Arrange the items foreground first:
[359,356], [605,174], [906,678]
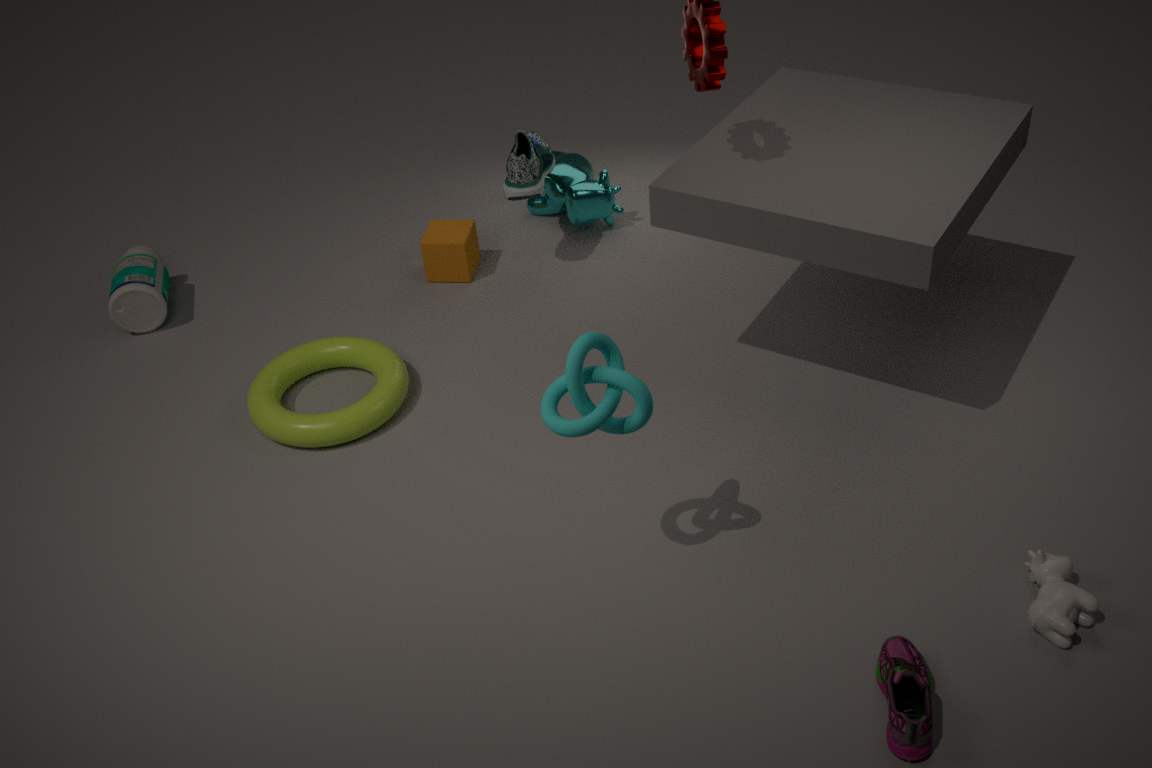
1. [906,678]
2. [359,356]
3. [605,174]
